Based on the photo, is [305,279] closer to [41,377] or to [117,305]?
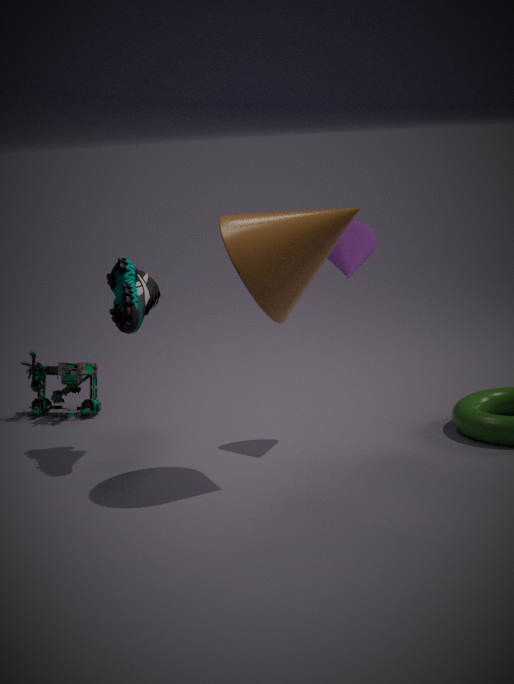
[117,305]
